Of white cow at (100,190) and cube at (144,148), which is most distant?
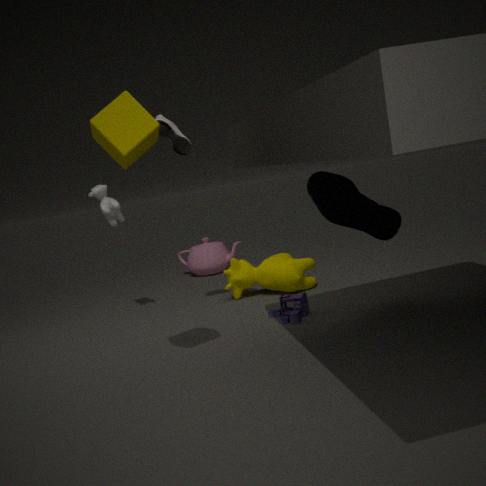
white cow at (100,190)
